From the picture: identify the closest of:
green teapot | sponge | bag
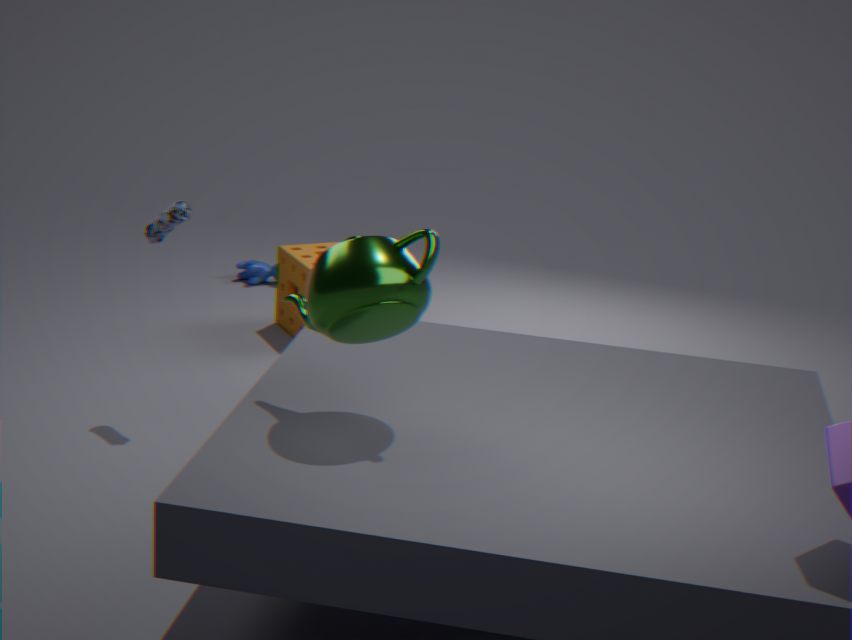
green teapot
